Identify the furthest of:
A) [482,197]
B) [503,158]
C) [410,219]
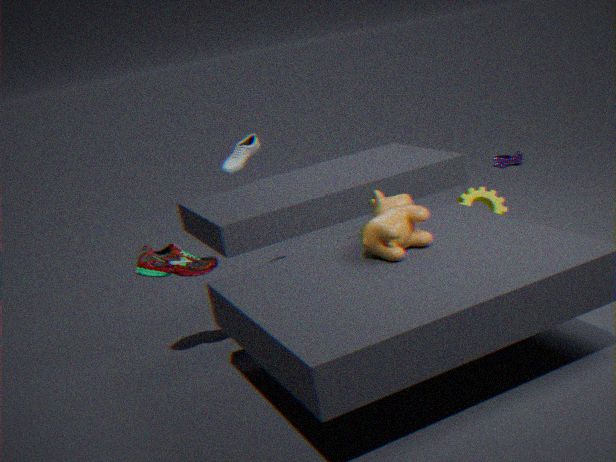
[503,158]
